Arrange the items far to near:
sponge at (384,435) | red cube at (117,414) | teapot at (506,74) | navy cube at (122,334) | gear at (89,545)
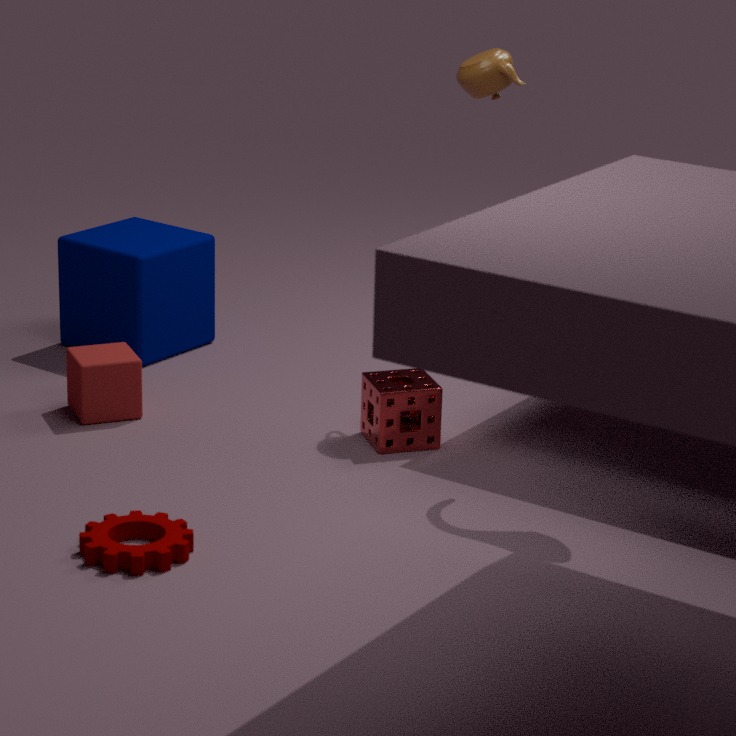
navy cube at (122,334), red cube at (117,414), teapot at (506,74), sponge at (384,435), gear at (89,545)
